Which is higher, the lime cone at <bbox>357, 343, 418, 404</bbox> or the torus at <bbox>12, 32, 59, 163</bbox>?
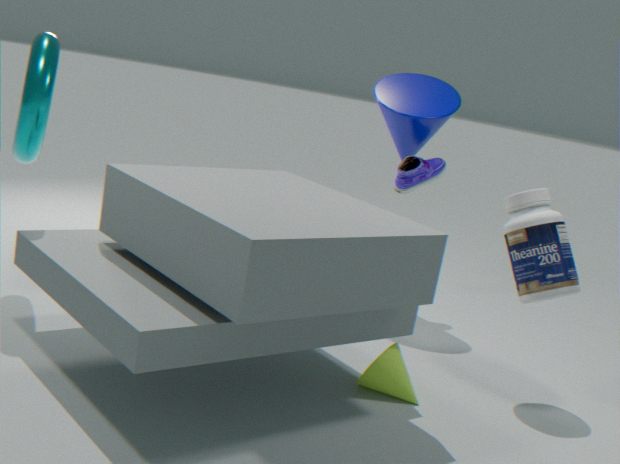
the torus at <bbox>12, 32, 59, 163</bbox>
